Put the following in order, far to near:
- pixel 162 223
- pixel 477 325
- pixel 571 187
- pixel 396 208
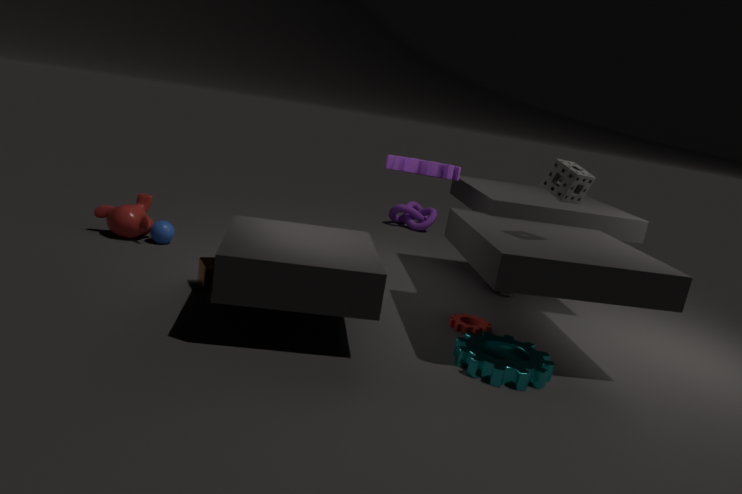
pixel 396 208, pixel 162 223, pixel 477 325, pixel 571 187
